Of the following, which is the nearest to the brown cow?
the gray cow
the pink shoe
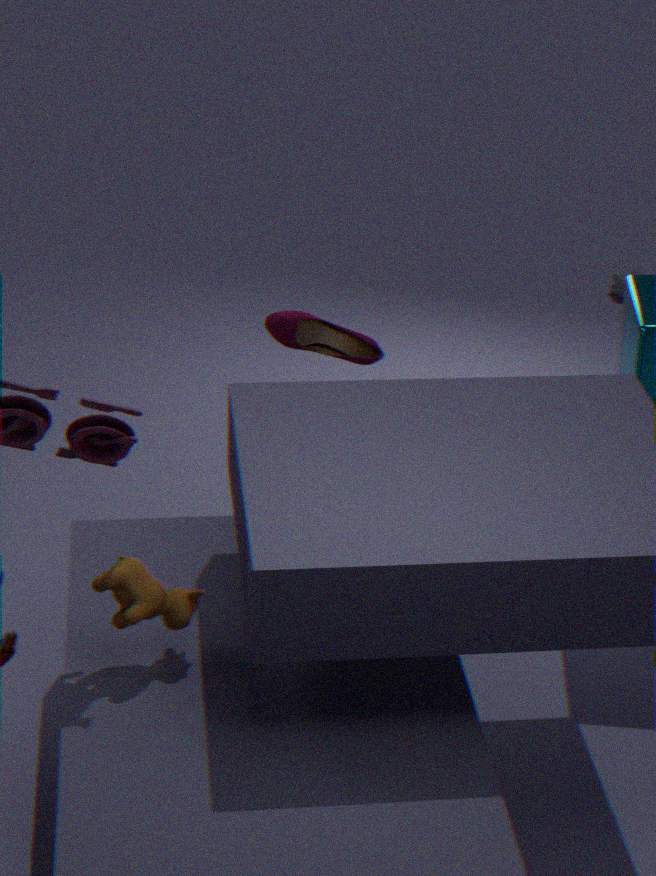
the pink shoe
